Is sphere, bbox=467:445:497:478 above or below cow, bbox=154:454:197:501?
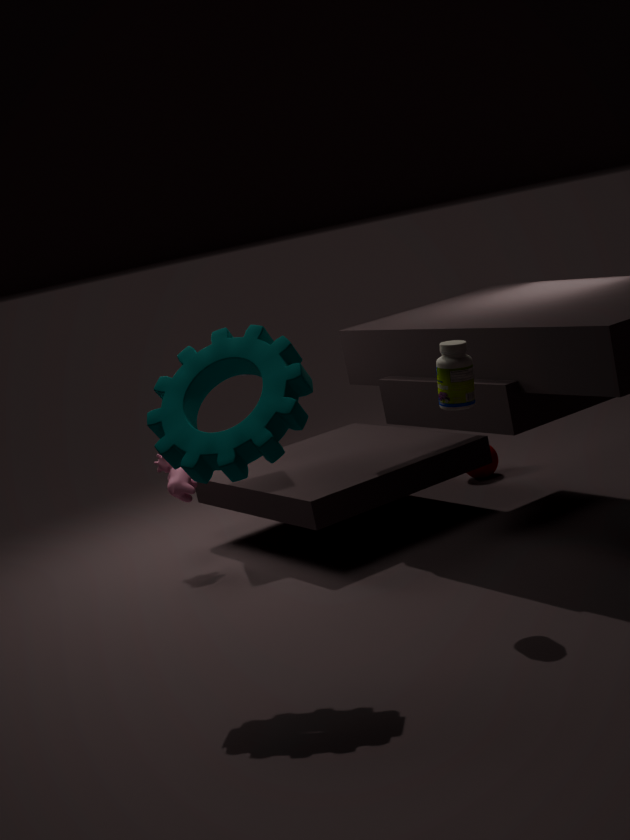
below
